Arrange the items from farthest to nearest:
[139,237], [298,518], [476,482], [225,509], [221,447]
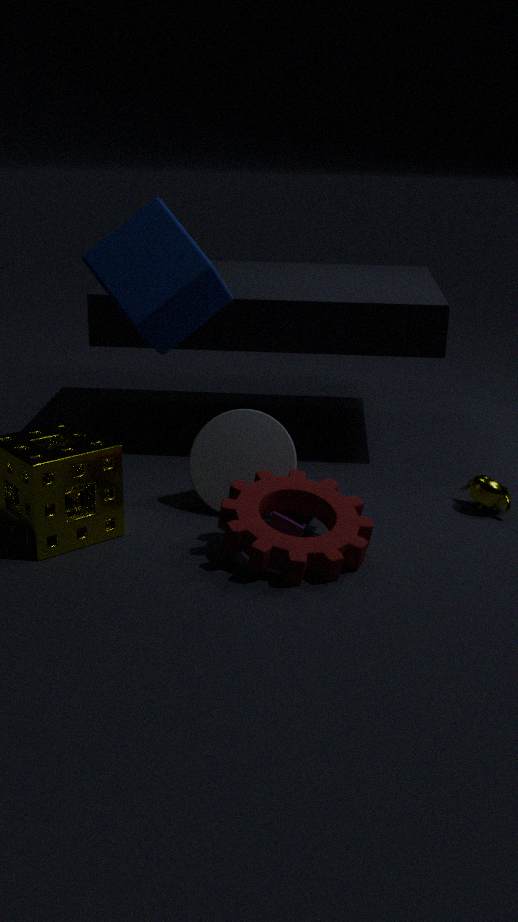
[476,482] → [221,447] → [298,518] → [139,237] → [225,509]
